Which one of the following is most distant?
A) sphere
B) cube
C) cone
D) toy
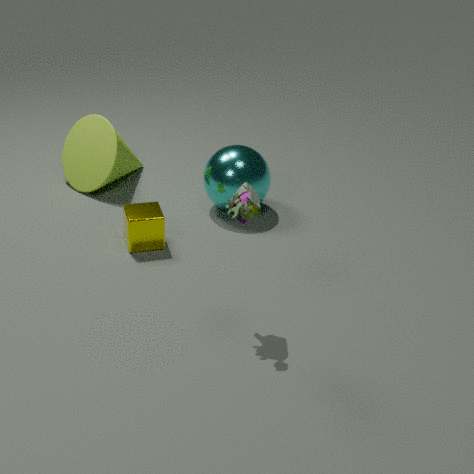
cone
